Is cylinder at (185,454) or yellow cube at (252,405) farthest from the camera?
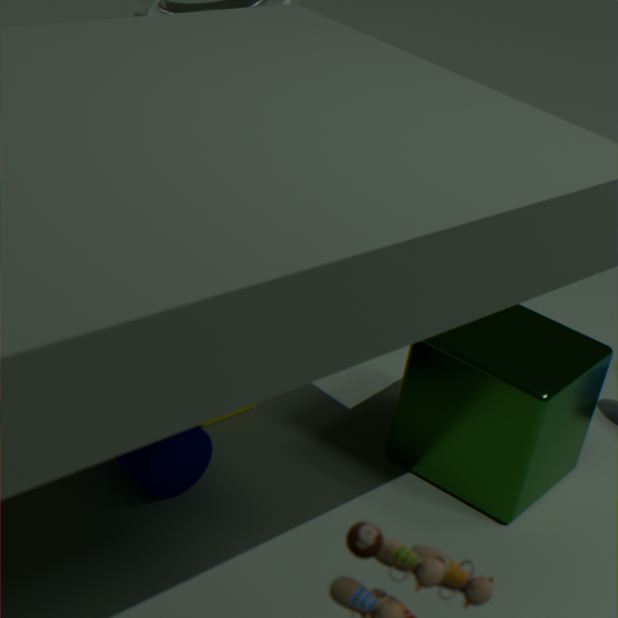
cylinder at (185,454)
